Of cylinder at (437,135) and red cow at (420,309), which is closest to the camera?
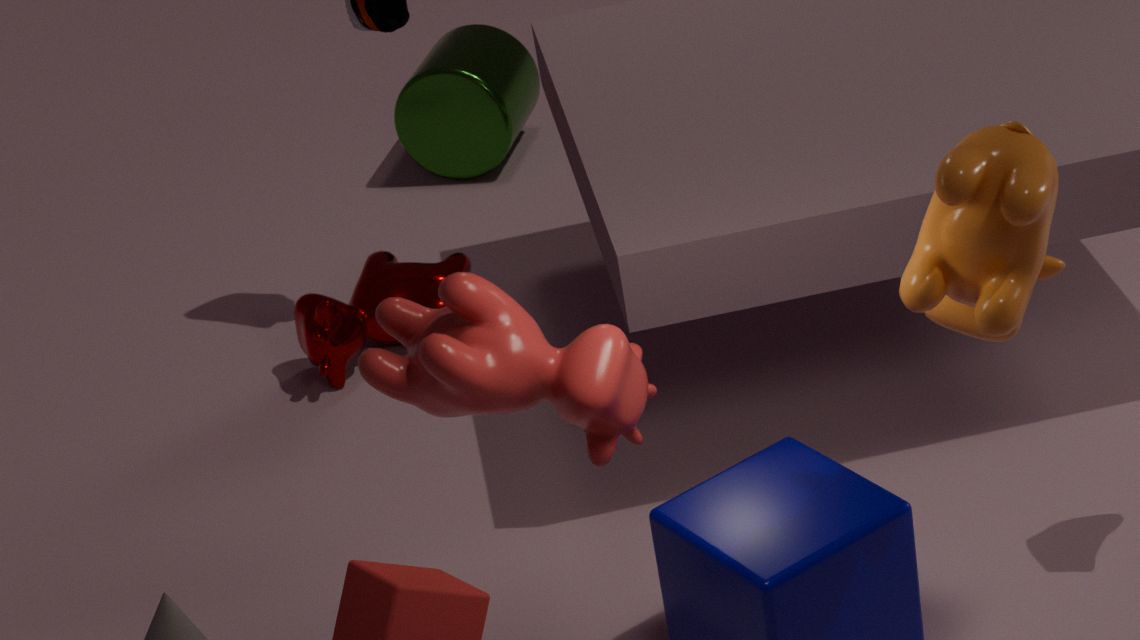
red cow at (420,309)
